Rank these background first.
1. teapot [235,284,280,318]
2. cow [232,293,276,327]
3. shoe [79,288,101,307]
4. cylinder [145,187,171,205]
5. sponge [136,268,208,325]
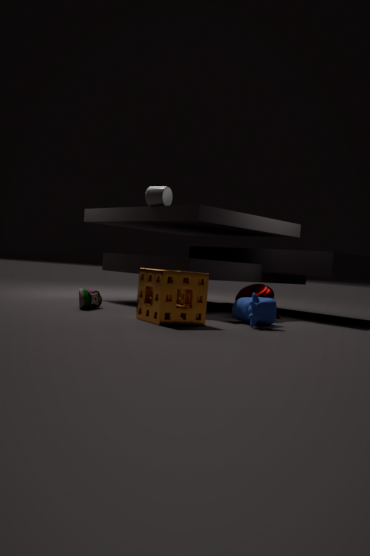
cylinder [145,187,171,205] < teapot [235,284,280,318] < shoe [79,288,101,307] < cow [232,293,276,327] < sponge [136,268,208,325]
